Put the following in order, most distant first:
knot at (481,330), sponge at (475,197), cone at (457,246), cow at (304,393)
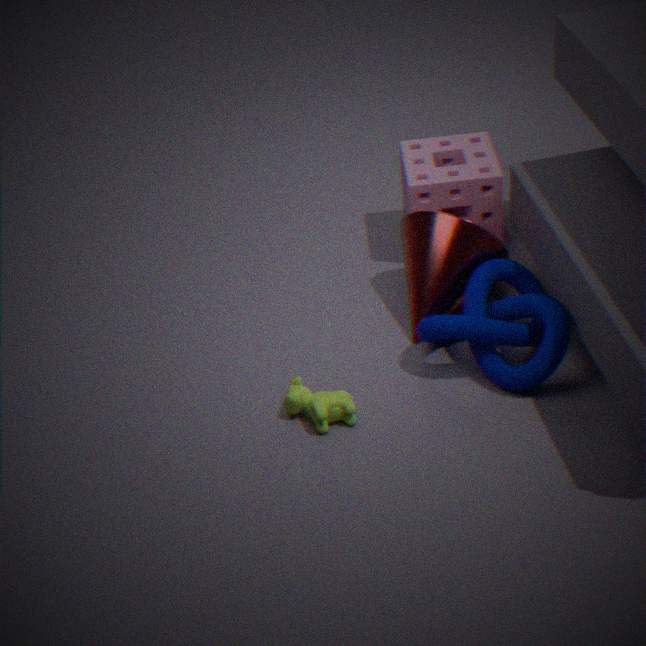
sponge at (475,197) → cone at (457,246) → cow at (304,393) → knot at (481,330)
